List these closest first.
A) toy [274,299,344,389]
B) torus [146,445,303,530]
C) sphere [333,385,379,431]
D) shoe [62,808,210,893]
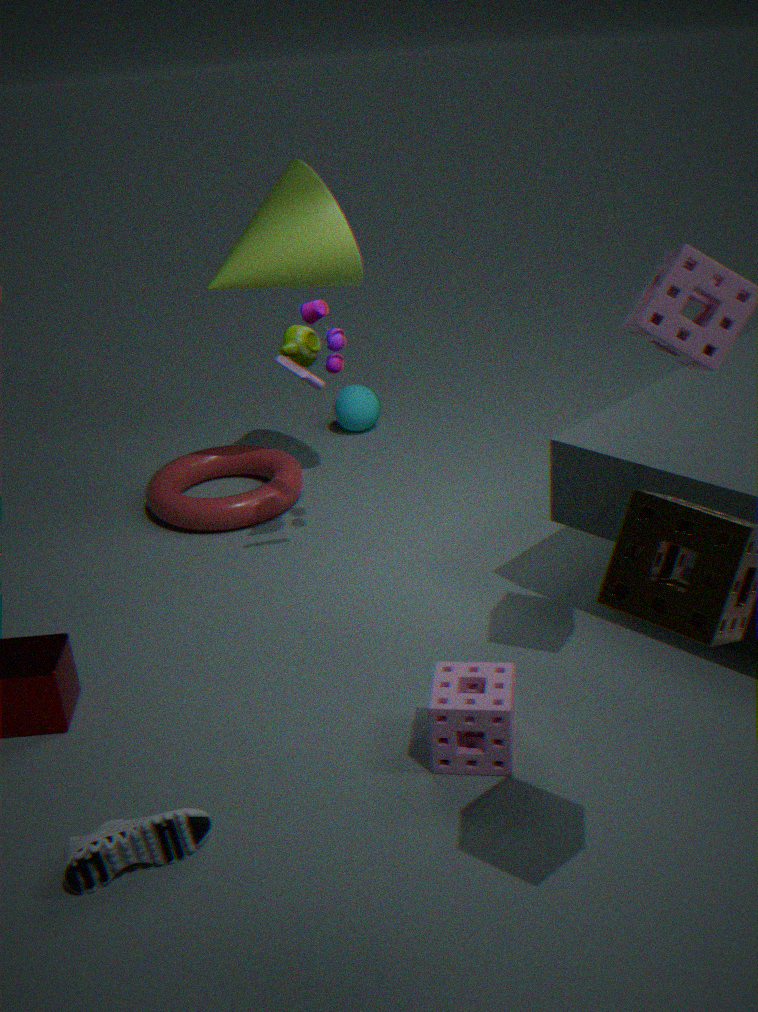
shoe [62,808,210,893] < toy [274,299,344,389] < torus [146,445,303,530] < sphere [333,385,379,431]
